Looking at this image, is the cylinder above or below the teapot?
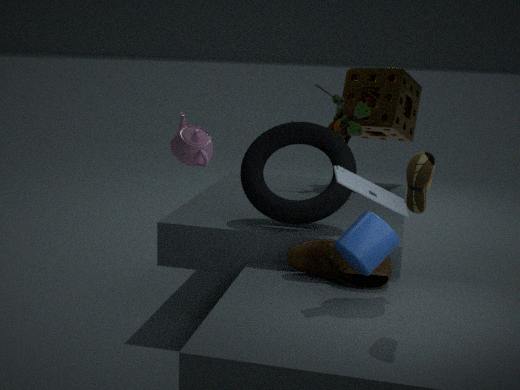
below
